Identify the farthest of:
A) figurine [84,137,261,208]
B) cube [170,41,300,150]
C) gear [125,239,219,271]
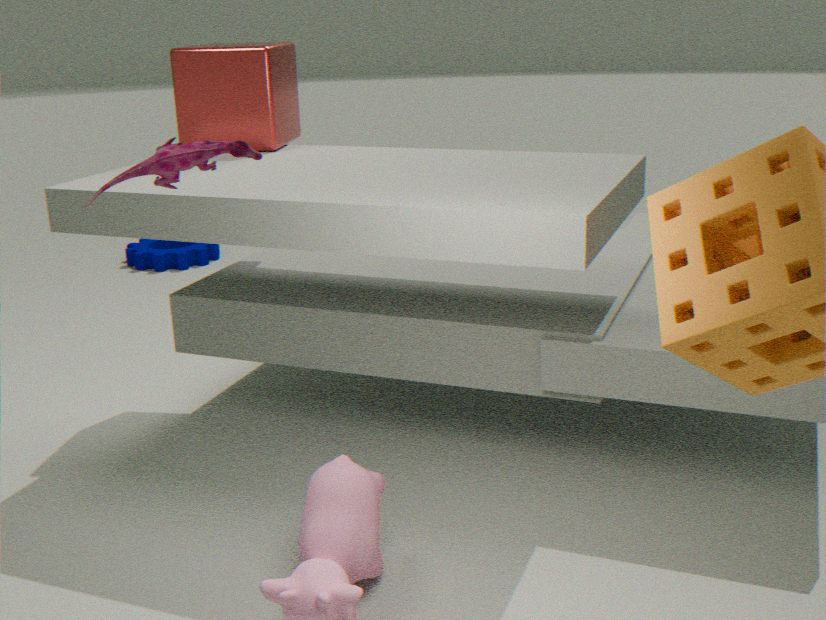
gear [125,239,219,271]
